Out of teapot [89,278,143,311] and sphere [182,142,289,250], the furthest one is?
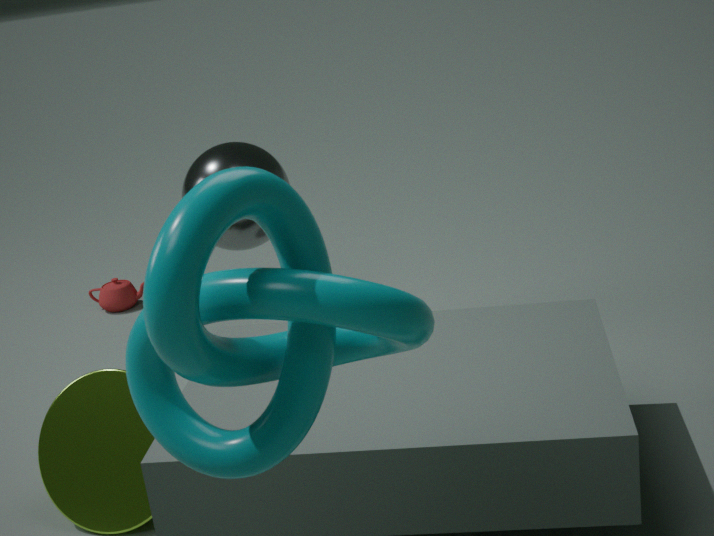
teapot [89,278,143,311]
